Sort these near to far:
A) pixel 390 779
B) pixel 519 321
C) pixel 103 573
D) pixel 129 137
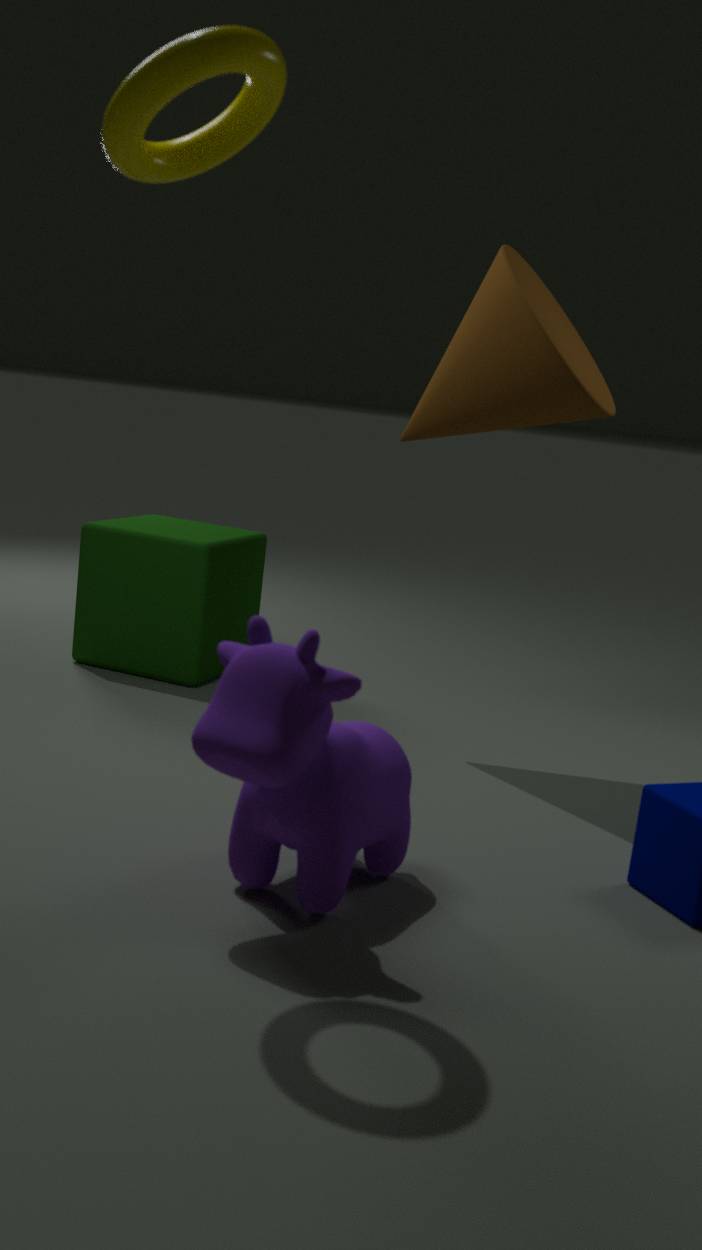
pixel 129 137
pixel 390 779
pixel 519 321
pixel 103 573
